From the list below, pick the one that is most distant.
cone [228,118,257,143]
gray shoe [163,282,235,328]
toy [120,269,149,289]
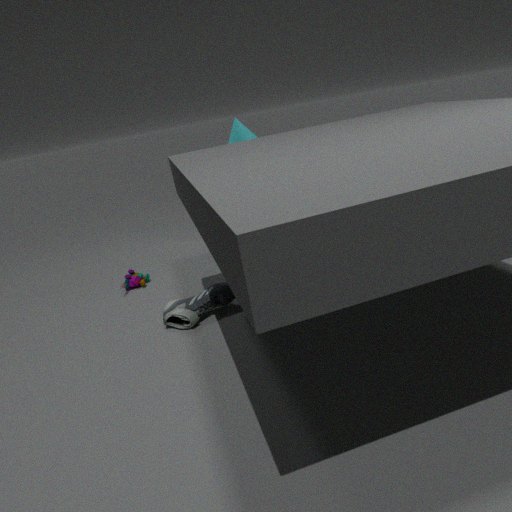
toy [120,269,149,289]
